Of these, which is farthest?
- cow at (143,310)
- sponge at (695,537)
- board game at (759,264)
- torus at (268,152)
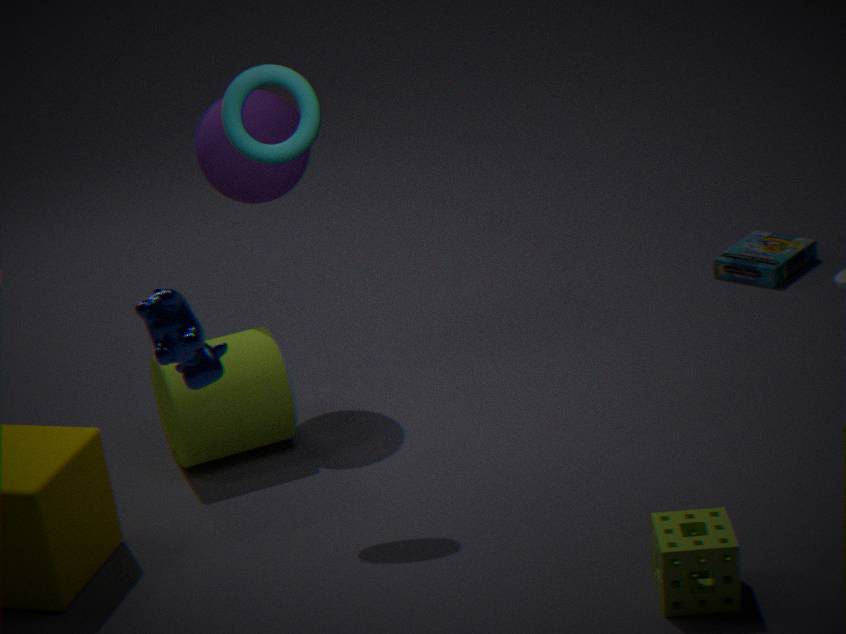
board game at (759,264)
